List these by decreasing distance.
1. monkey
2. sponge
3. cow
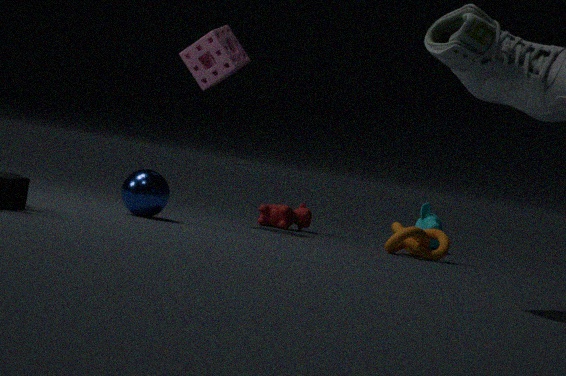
1. monkey
2. cow
3. sponge
